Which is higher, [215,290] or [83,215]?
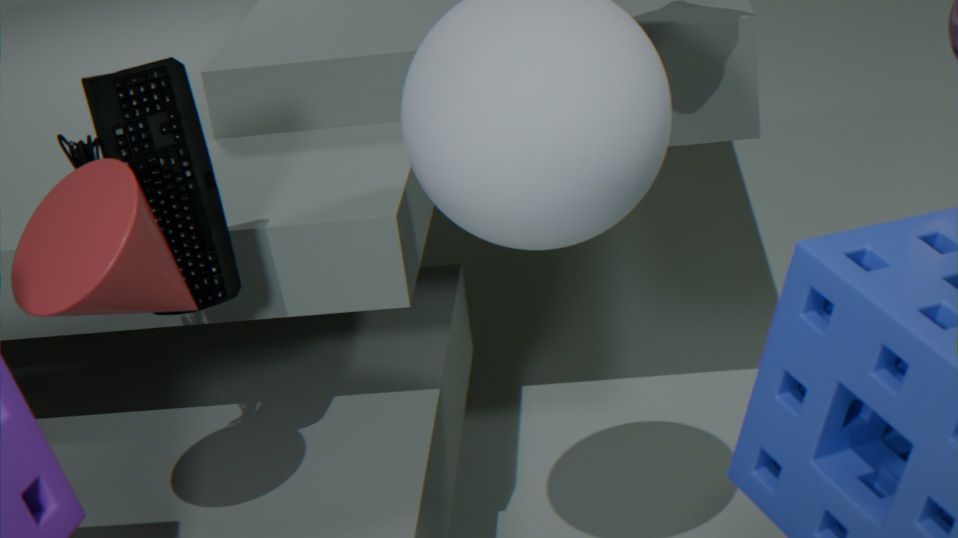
[215,290]
